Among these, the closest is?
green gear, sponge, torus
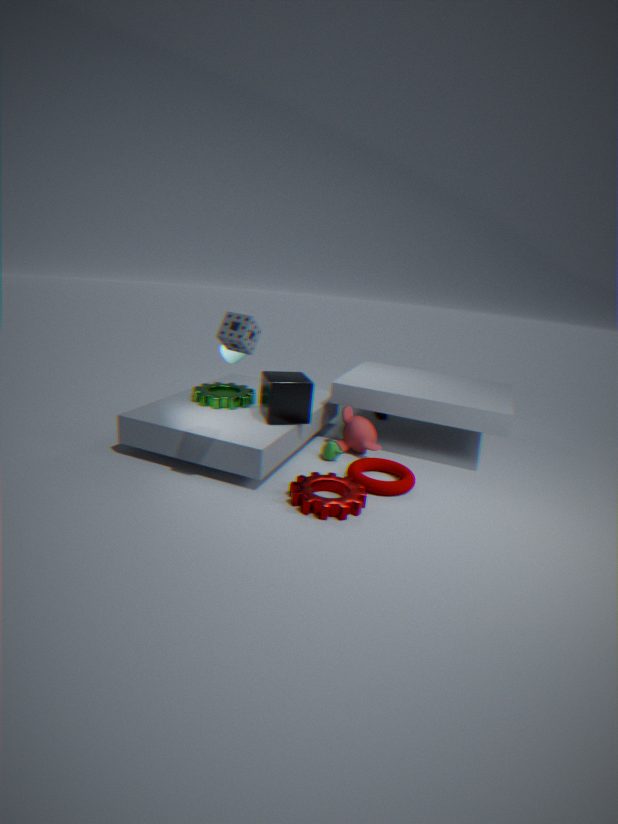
sponge
